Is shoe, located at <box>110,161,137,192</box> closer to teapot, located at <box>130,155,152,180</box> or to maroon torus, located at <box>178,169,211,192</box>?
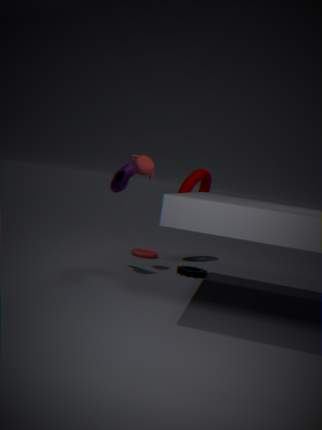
teapot, located at <box>130,155,152,180</box>
